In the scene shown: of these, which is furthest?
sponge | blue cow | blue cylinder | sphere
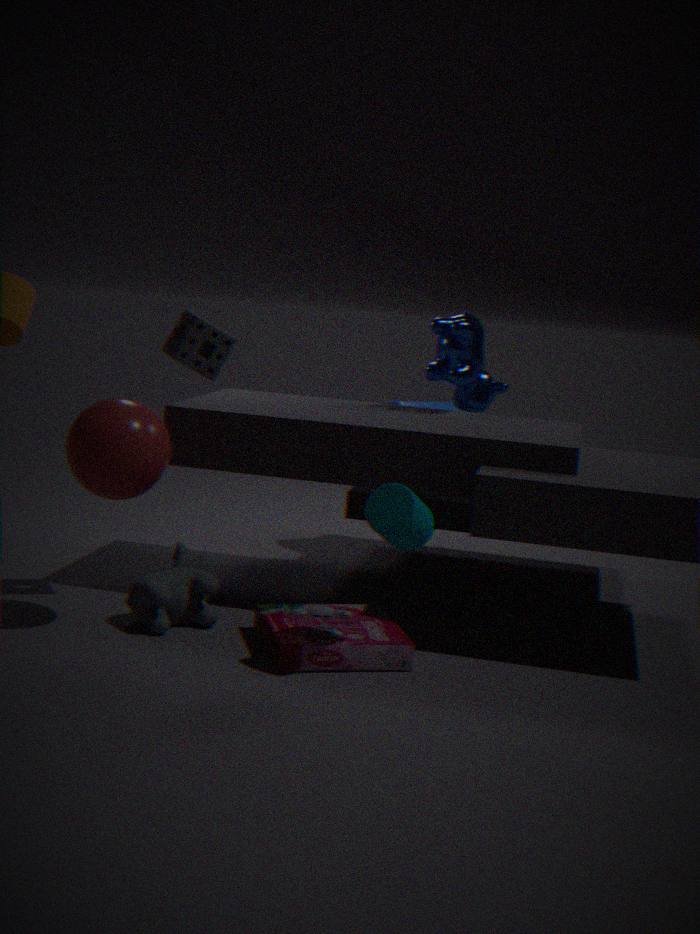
blue cylinder
